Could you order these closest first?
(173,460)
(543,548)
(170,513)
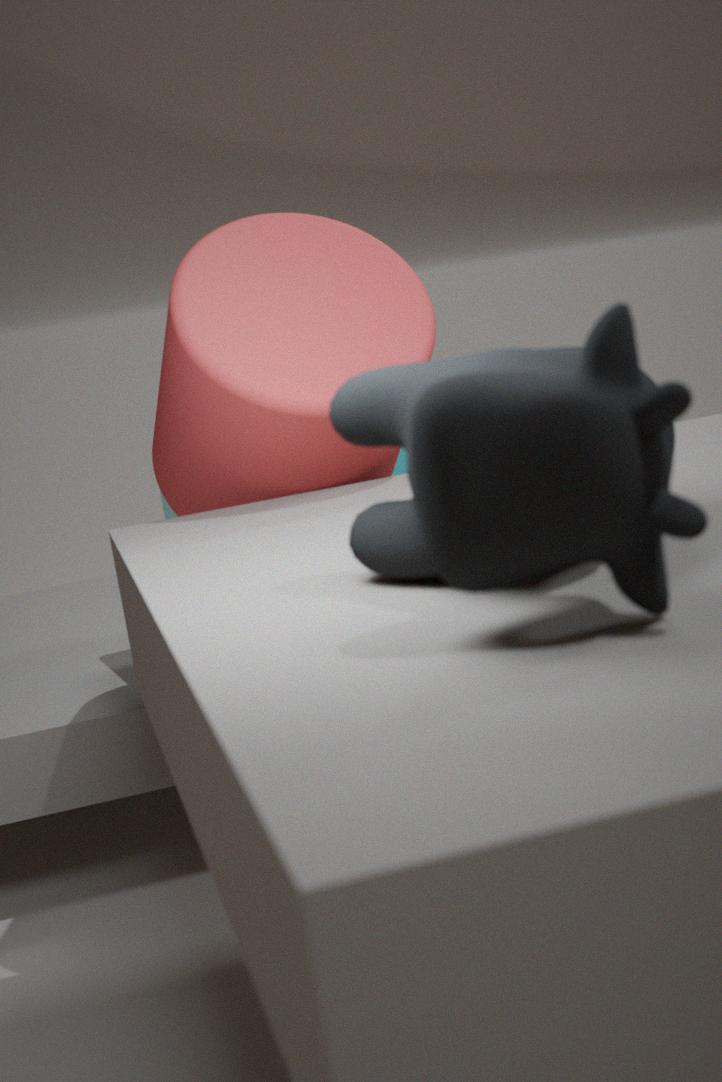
(543,548), (173,460), (170,513)
